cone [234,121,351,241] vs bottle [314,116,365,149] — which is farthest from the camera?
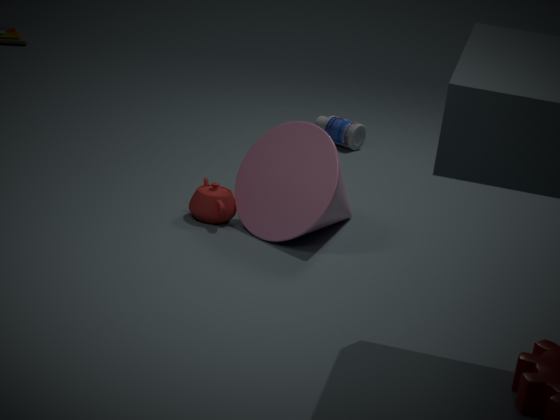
bottle [314,116,365,149]
